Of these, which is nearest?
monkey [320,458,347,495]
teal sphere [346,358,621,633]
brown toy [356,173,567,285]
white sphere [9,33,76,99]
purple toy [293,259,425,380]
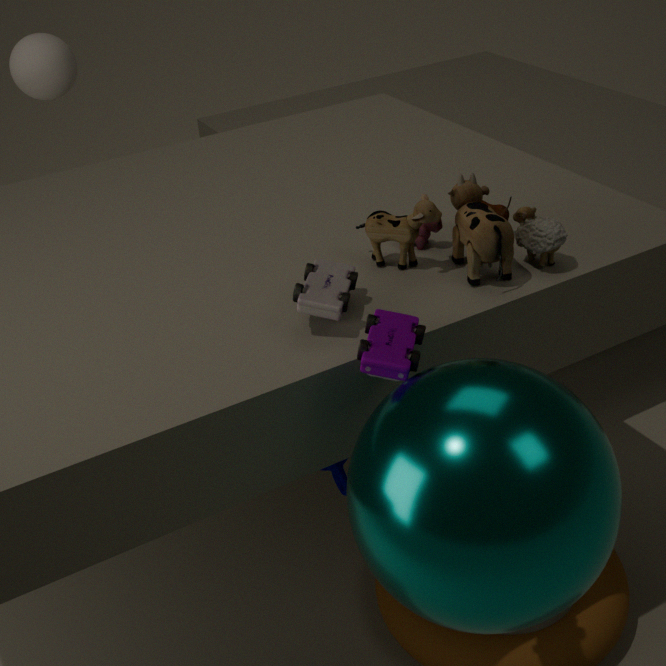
teal sphere [346,358,621,633]
